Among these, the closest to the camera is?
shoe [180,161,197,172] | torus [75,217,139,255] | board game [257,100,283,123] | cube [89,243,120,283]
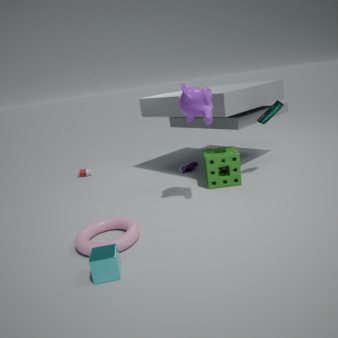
cube [89,243,120,283]
